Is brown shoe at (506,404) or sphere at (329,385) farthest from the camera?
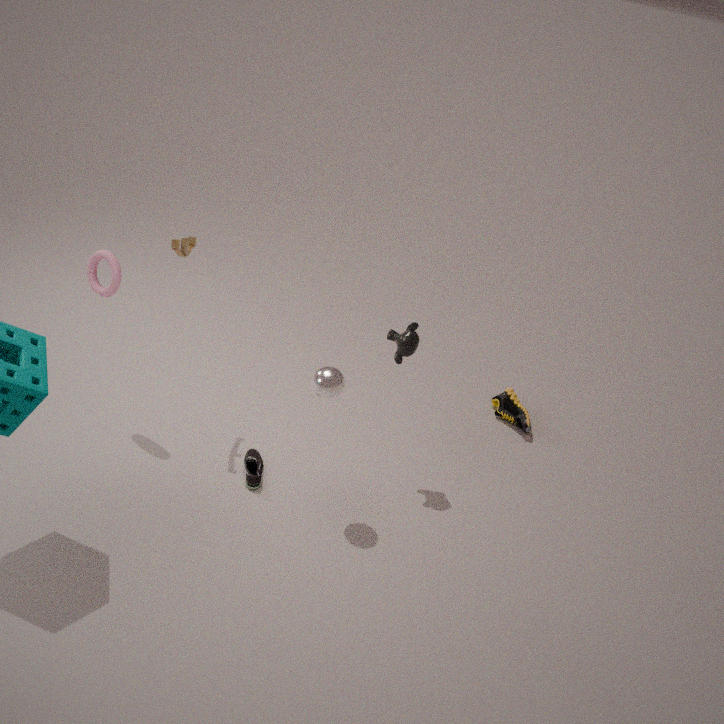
brown shoe at (506,404)
